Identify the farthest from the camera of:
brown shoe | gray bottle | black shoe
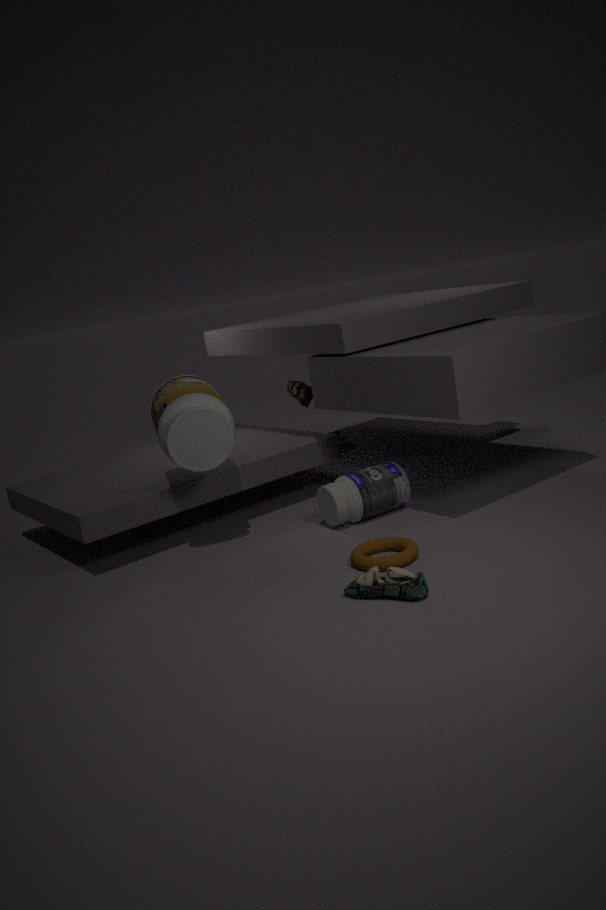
brown shoe
